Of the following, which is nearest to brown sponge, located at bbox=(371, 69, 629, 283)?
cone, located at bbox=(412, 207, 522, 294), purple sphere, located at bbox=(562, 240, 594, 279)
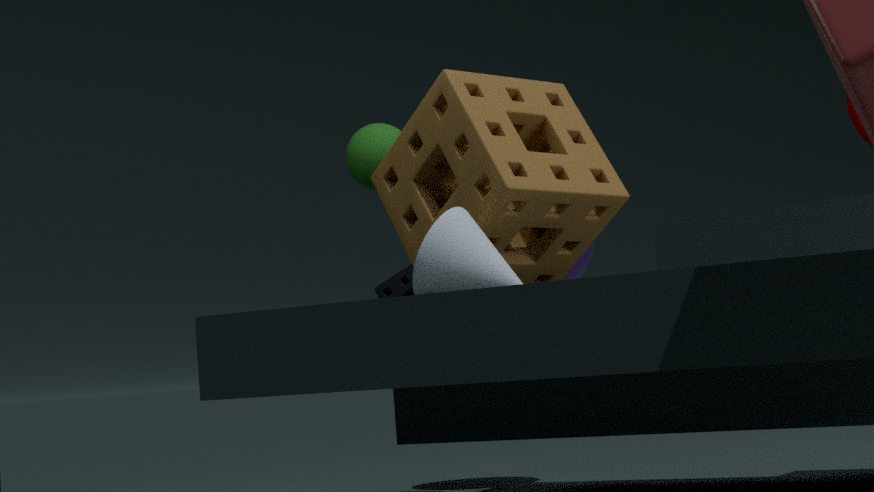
cone, located at bbox=(412, 207, 522, 294)
